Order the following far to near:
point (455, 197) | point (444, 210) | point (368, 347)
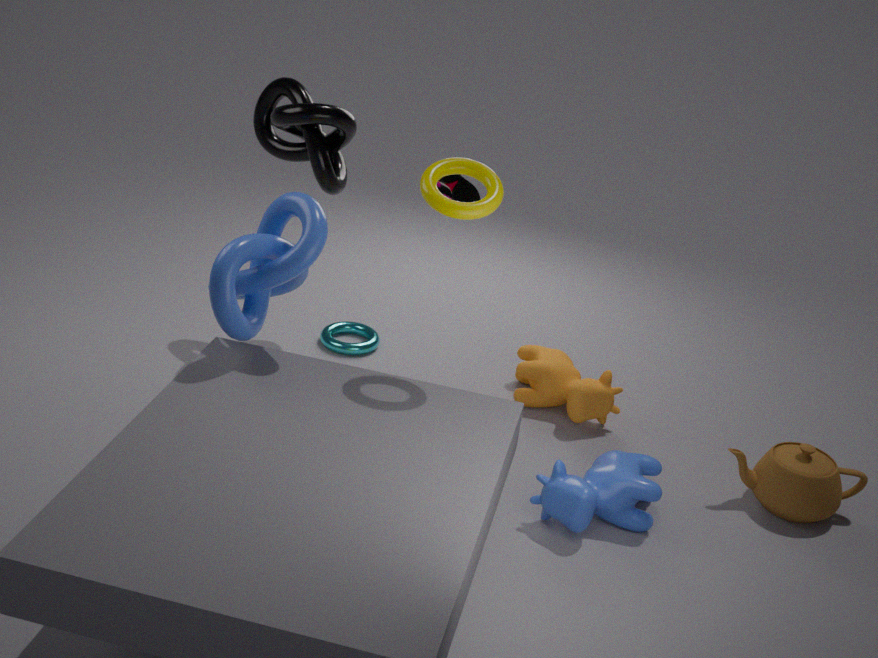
point (368, 347) < point (455, 197) < point (444, 210)
